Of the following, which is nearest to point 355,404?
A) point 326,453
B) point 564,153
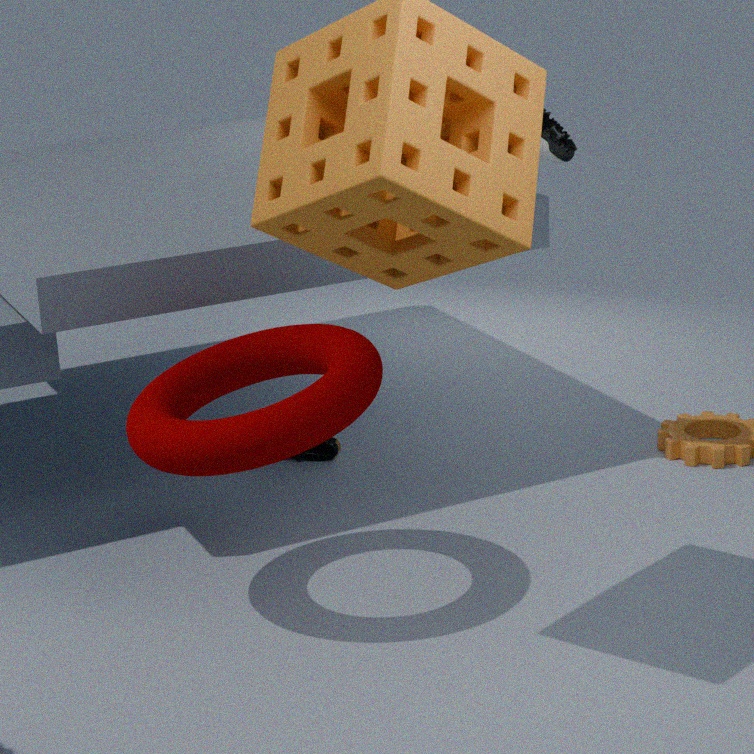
point 326,453
